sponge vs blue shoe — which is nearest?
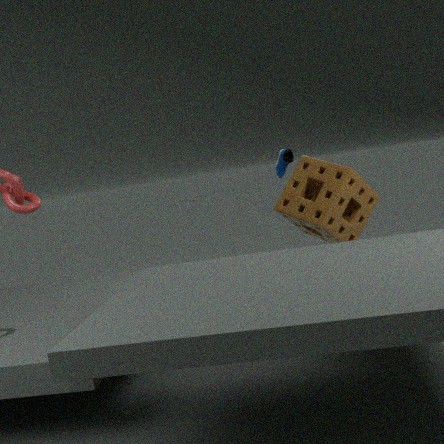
sponge
